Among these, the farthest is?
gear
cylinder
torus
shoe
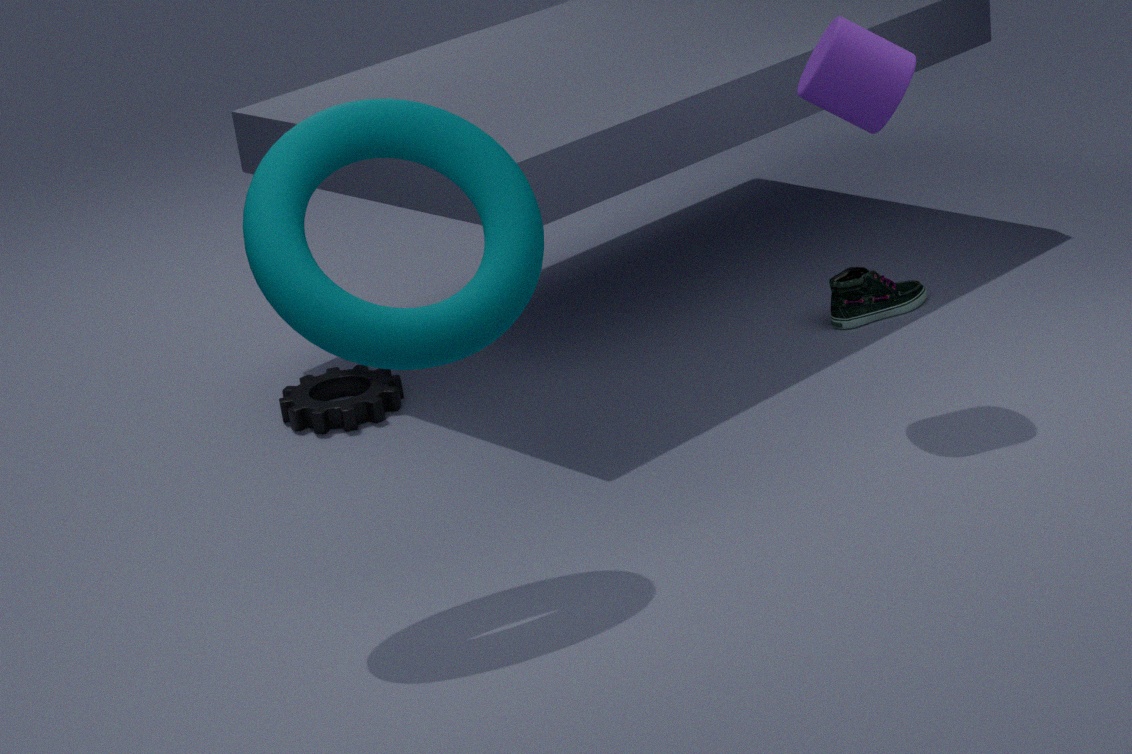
shoe
